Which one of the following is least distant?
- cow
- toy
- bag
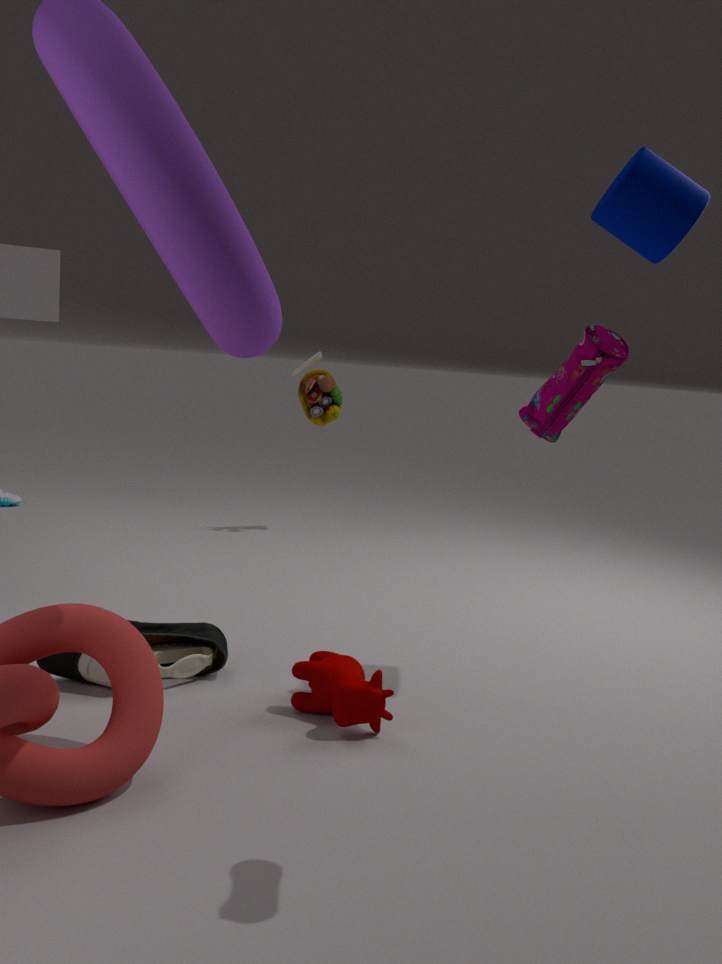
bag
